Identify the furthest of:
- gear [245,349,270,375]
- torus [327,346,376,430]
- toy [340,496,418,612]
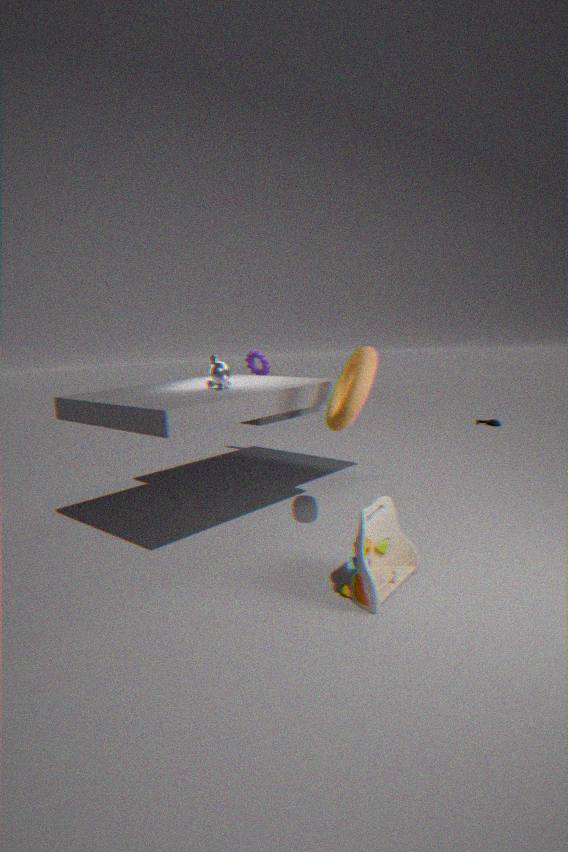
gear [245,349,270,375]
